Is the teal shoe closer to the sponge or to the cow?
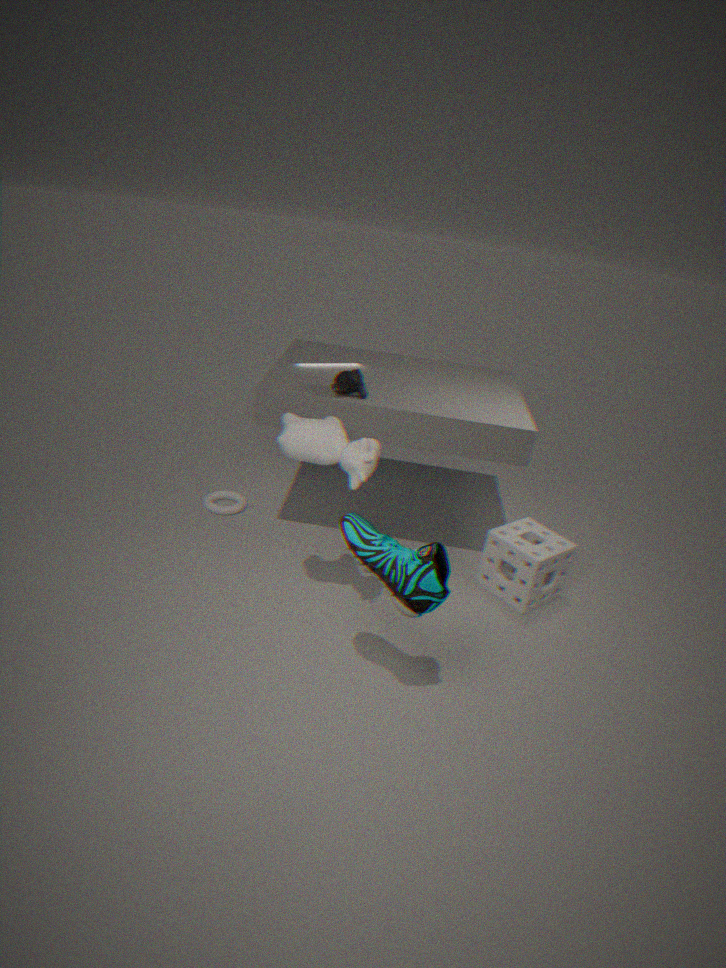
the cow
